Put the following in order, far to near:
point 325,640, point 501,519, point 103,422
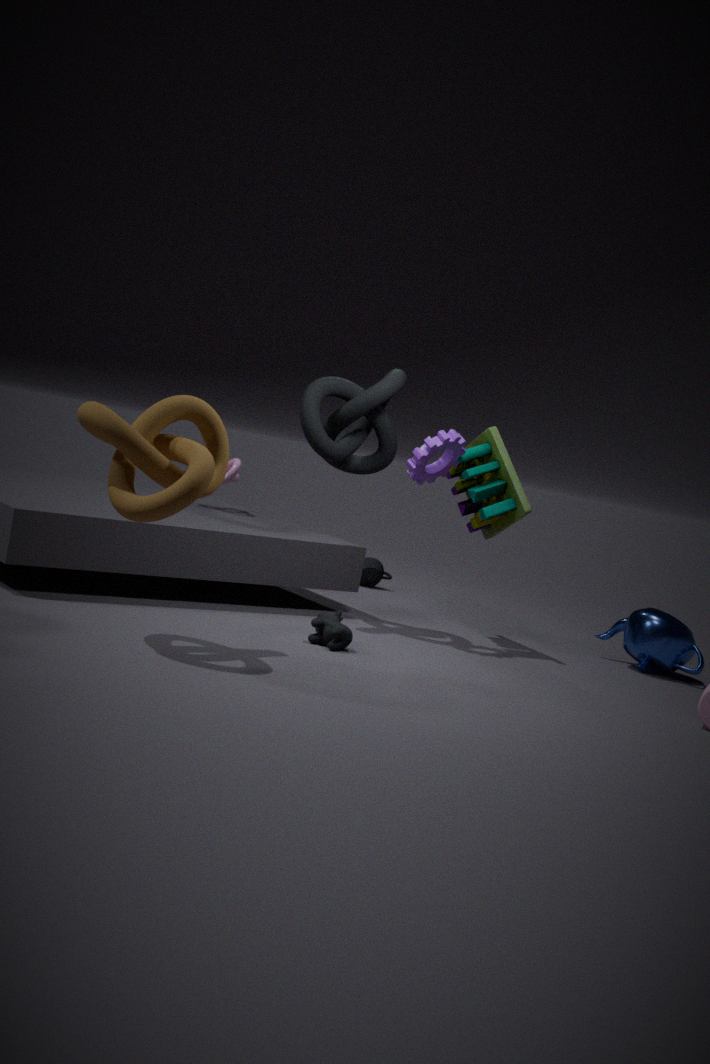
1. point 501,519
2. point 325,640
3. point 103,422
